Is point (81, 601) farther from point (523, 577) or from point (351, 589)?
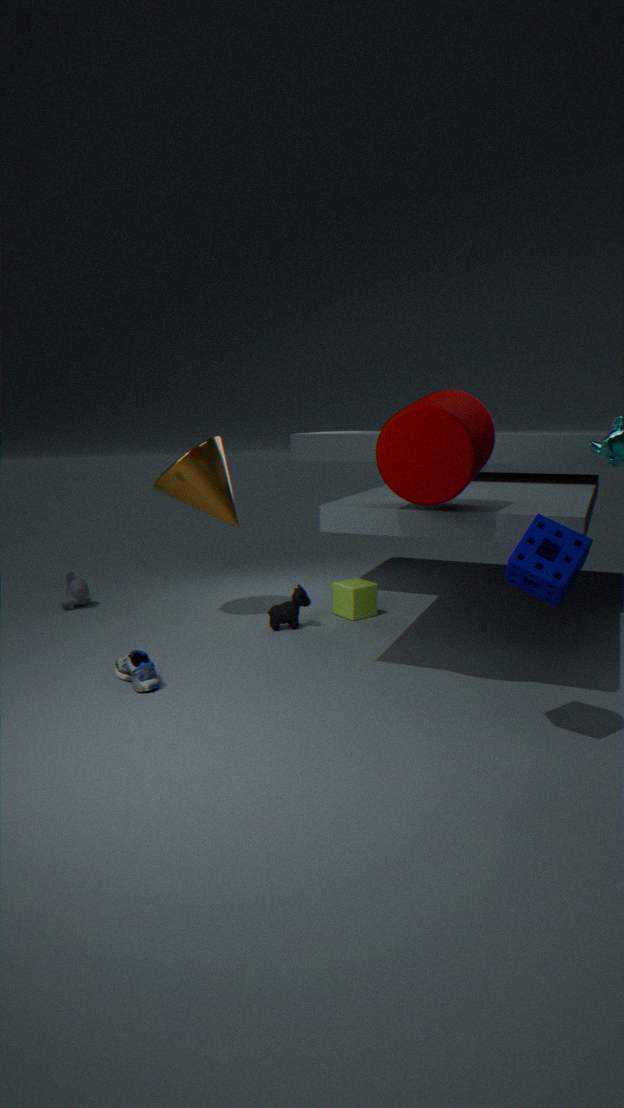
point (523, 577)
